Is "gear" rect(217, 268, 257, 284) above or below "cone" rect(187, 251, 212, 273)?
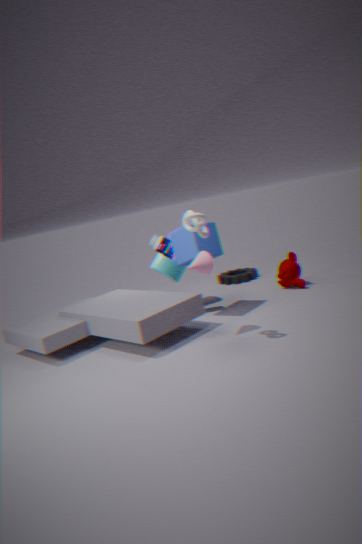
below
